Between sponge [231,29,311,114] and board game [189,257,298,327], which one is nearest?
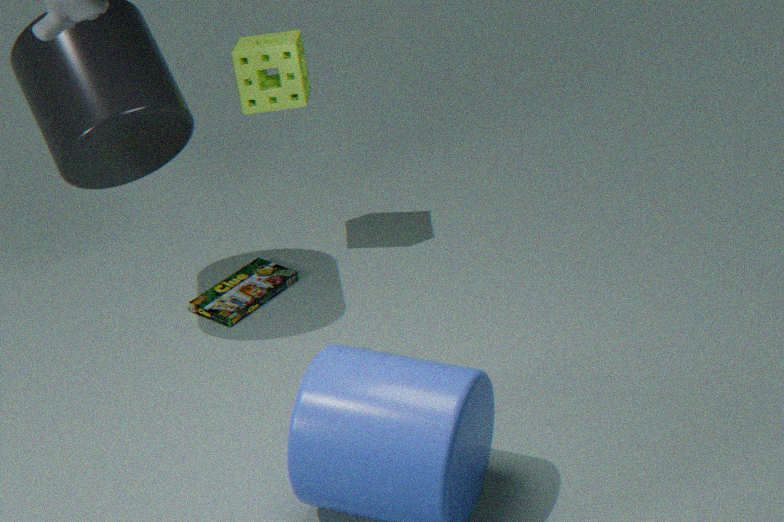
sponge [231,29,311,114]
